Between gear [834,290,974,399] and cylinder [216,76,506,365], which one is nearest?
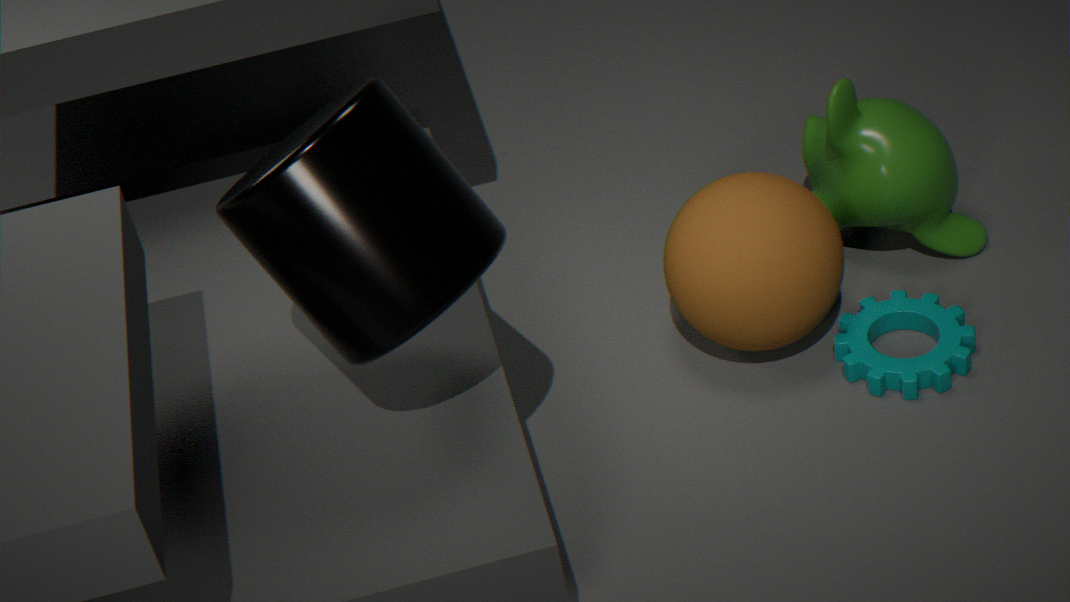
cylinder [216,76,506,365]
